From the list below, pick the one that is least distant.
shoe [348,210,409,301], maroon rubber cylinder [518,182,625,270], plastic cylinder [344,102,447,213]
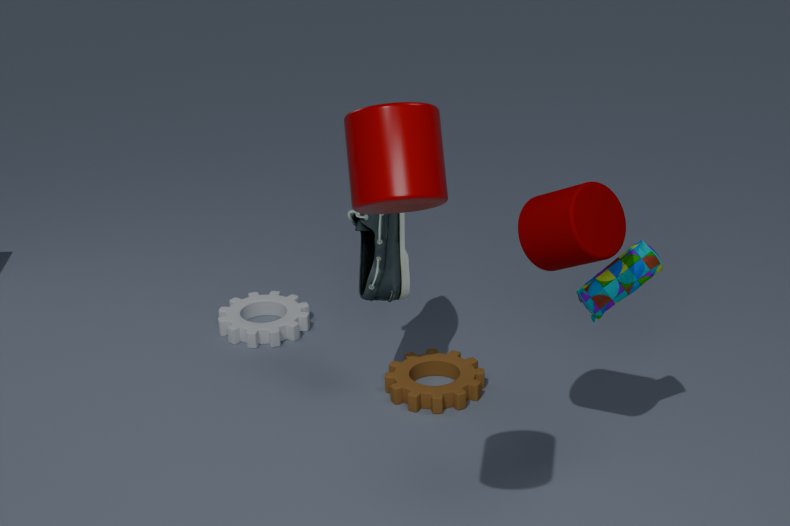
plastic cylinder [344,102,447,213]
